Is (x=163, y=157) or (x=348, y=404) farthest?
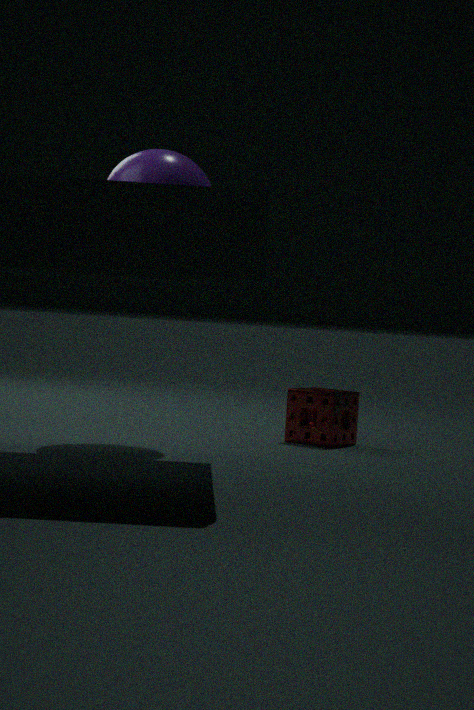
(x=348, y=404)
